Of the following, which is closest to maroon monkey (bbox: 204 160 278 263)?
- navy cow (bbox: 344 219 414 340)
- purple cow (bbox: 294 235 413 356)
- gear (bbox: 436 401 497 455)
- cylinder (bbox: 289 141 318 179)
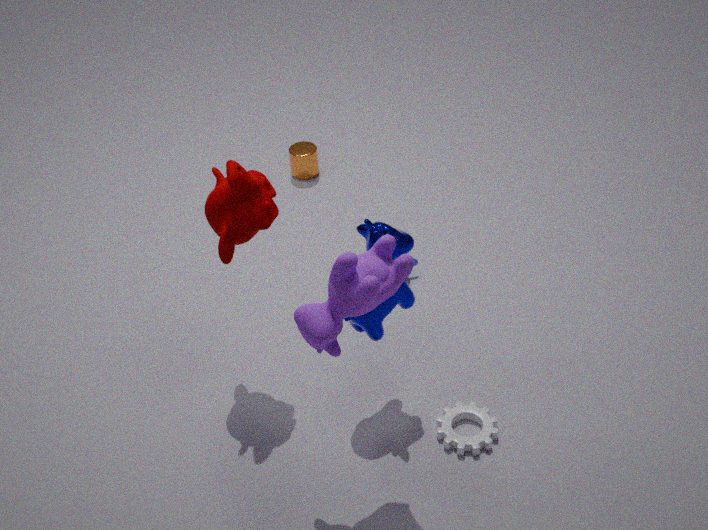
navy cow (bbox: 344 219 414 340)
